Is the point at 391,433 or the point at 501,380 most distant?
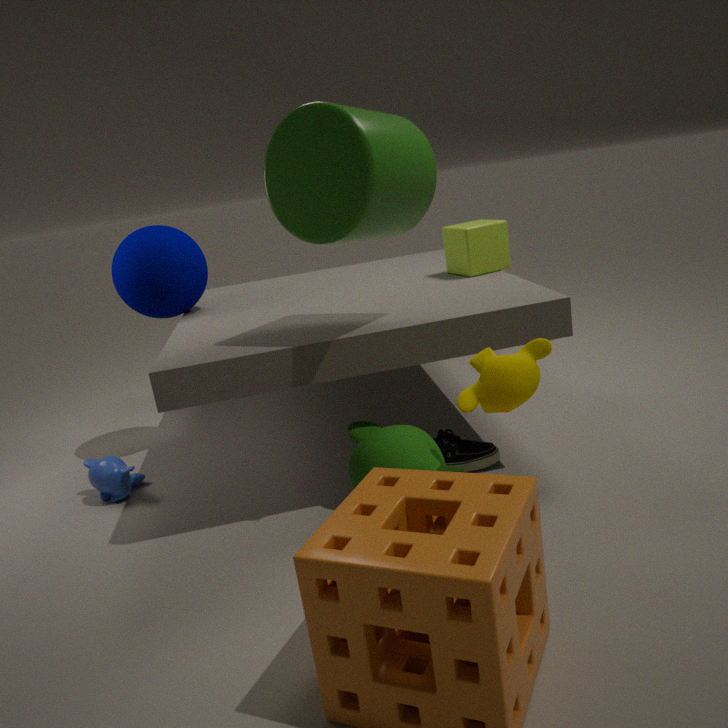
the point at 391,433
